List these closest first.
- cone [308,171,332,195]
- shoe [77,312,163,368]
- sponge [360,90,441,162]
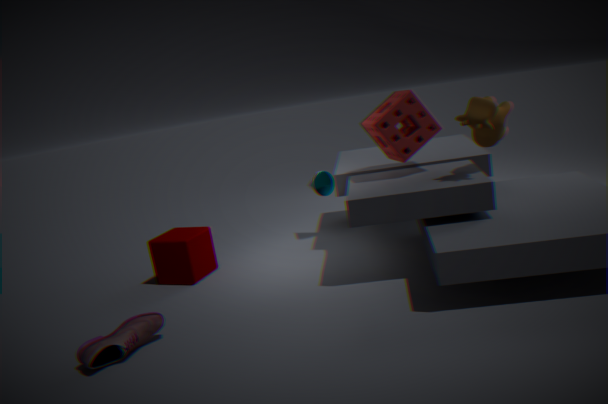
shoe [77,312,163,368]
sponge [360,90,441,162]
cone [308,171,332,195]
